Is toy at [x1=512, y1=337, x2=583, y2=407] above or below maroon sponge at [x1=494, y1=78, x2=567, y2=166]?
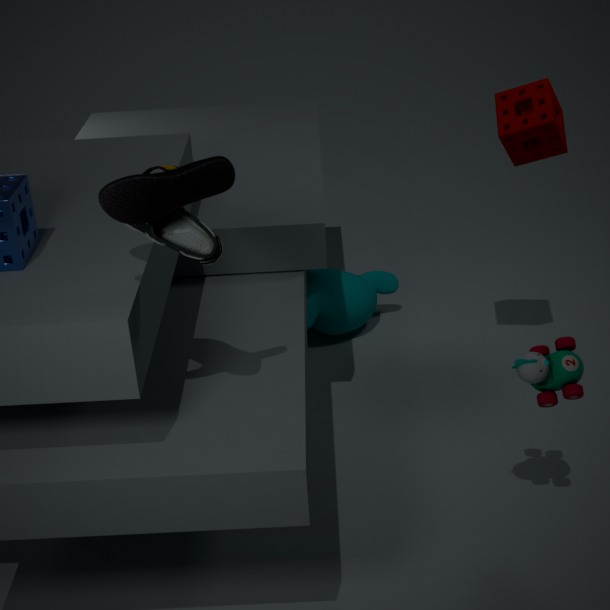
below
